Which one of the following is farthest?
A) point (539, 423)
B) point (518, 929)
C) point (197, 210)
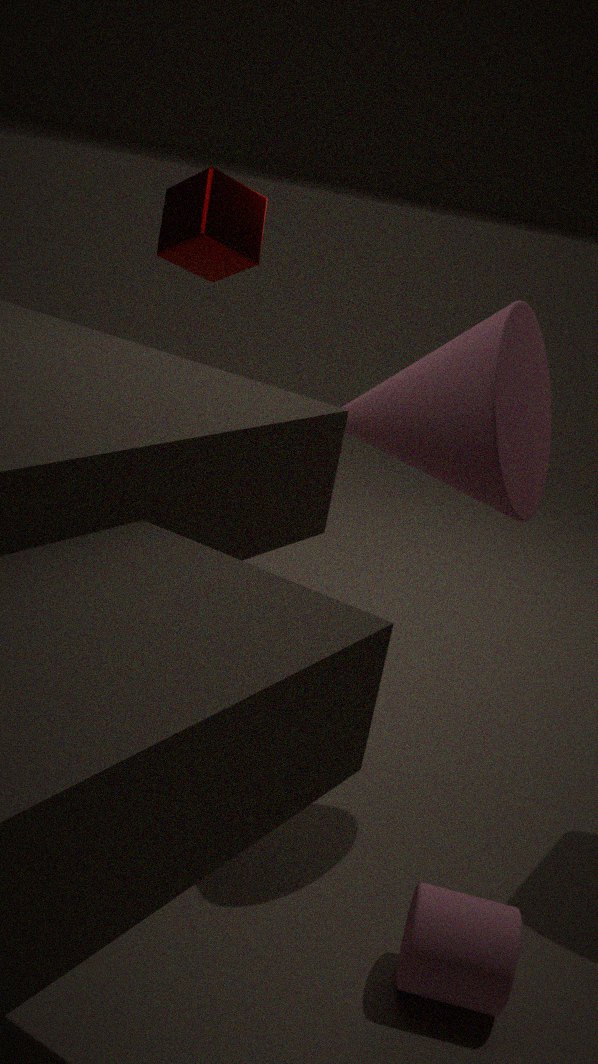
point (197, 210)
